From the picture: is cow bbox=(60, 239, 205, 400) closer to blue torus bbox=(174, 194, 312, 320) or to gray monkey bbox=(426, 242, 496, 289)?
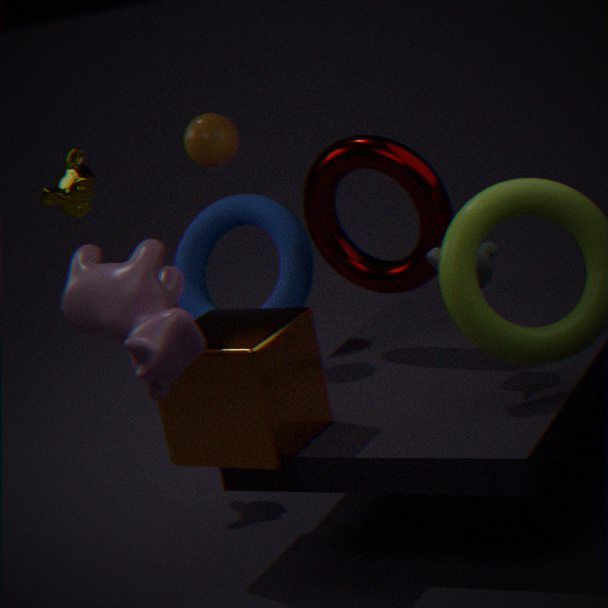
gray monkey bbox=(426, 242, 496, 289)
